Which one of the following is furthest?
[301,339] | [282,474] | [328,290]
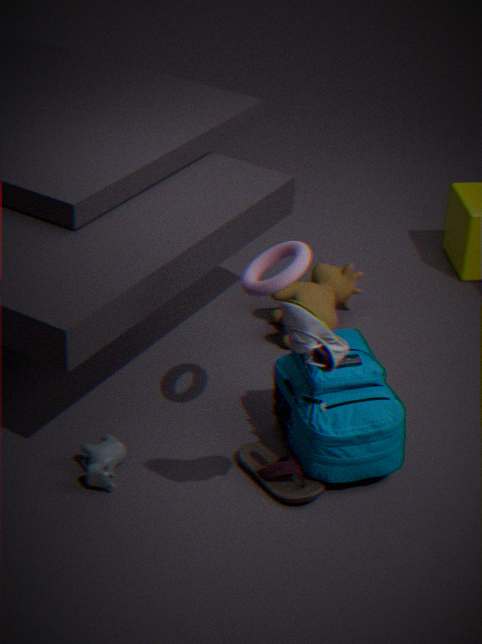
[328,290]
